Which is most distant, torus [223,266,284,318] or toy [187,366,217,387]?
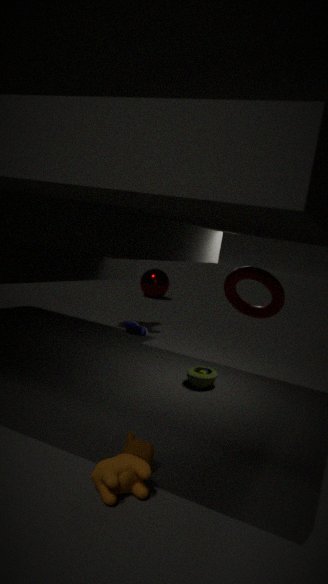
toy [187,366,217,387]
